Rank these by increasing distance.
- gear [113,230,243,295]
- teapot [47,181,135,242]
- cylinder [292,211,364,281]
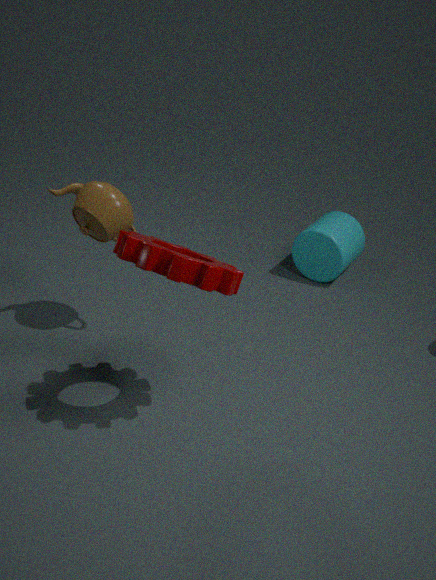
gear [113,230,243,295]
teapot [47,181,135,242]
cylinder [292,211,364,281]
